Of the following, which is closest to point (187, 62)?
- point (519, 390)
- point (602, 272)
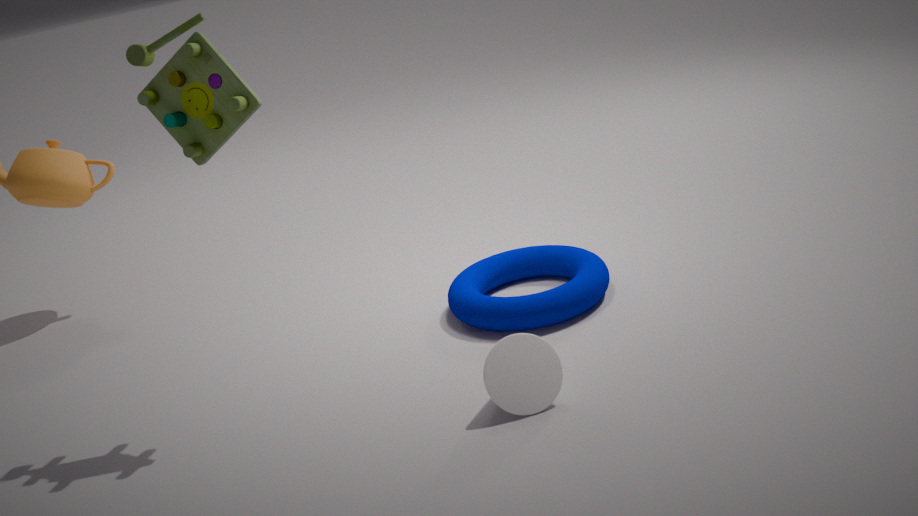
point (519, 390)
